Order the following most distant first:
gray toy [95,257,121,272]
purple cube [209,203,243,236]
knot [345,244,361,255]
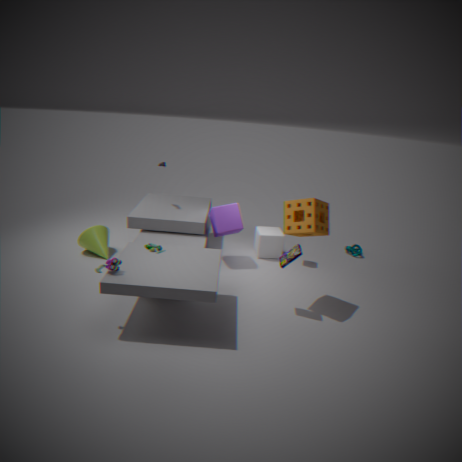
knot [345,244,361,255] < purple cube [209,203,243,236] < gray toy [95,257,121,272]
